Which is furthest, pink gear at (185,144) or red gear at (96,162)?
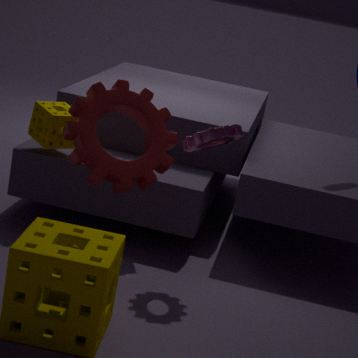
red gear at (96,162)
